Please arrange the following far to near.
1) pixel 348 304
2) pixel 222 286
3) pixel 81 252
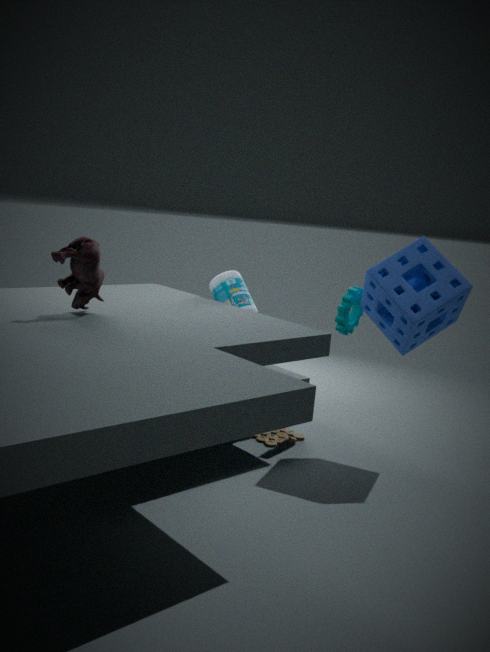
2. pixel 222 286
1. pixel 348 304
3. pixel 81 252
